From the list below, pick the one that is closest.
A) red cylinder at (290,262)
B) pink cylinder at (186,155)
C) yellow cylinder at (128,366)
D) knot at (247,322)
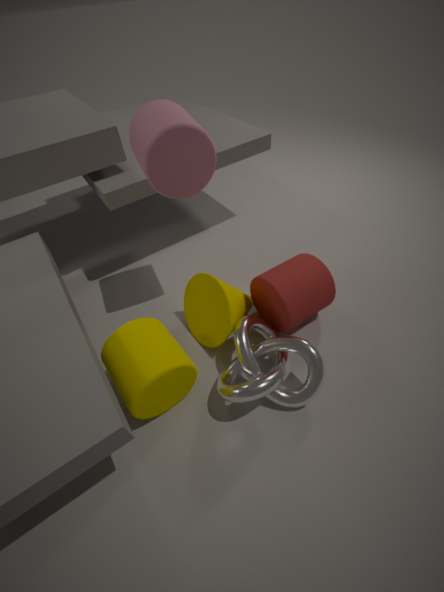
yellow cylinder at (128,366)
